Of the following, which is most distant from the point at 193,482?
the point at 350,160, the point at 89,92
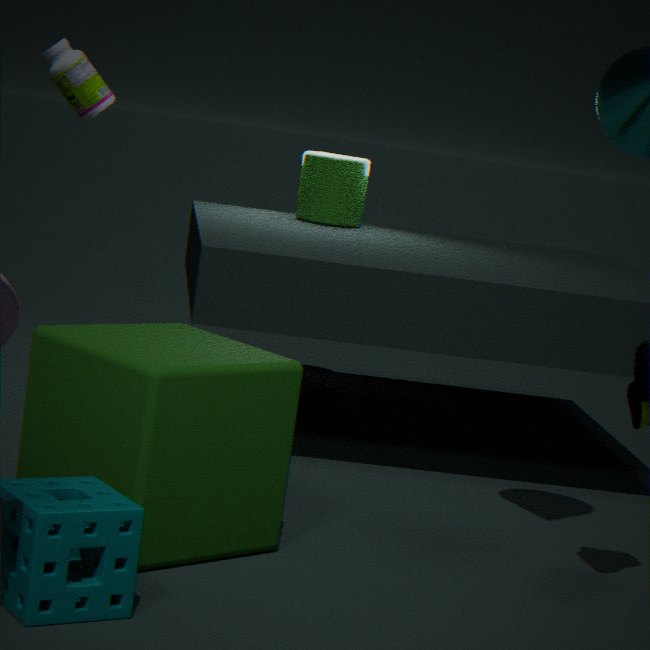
the point at 89,92
